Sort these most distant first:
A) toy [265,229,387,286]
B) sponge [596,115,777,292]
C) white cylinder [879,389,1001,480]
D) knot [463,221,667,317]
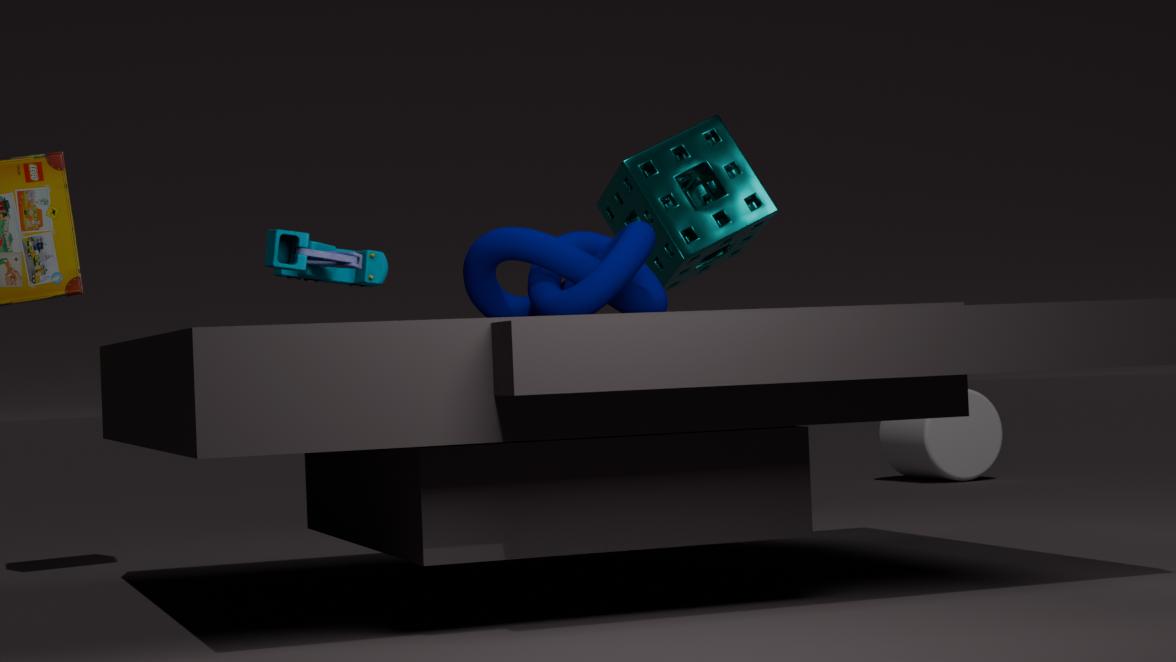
white cylinder [879,389,1001,480], sponge [596,115,777,292], knot [463,221,667,317], toy [265,229,387,286]
